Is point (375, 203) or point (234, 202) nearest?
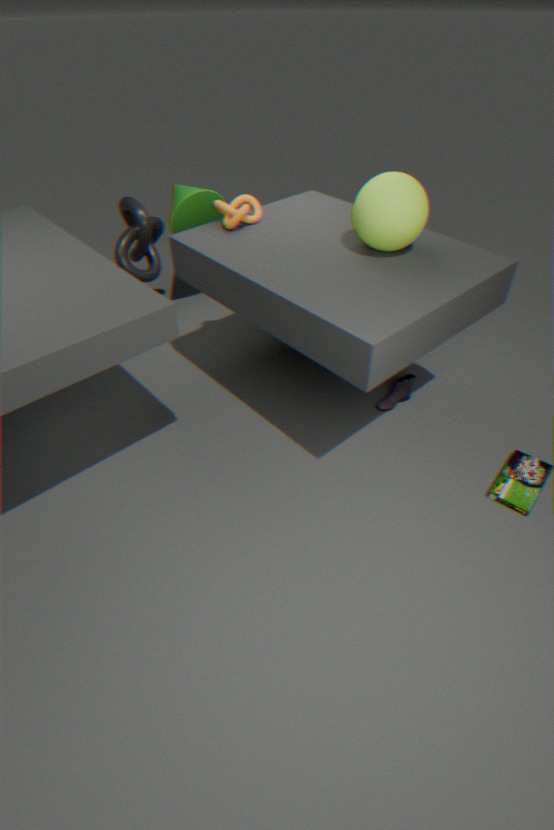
point (375, 203)
